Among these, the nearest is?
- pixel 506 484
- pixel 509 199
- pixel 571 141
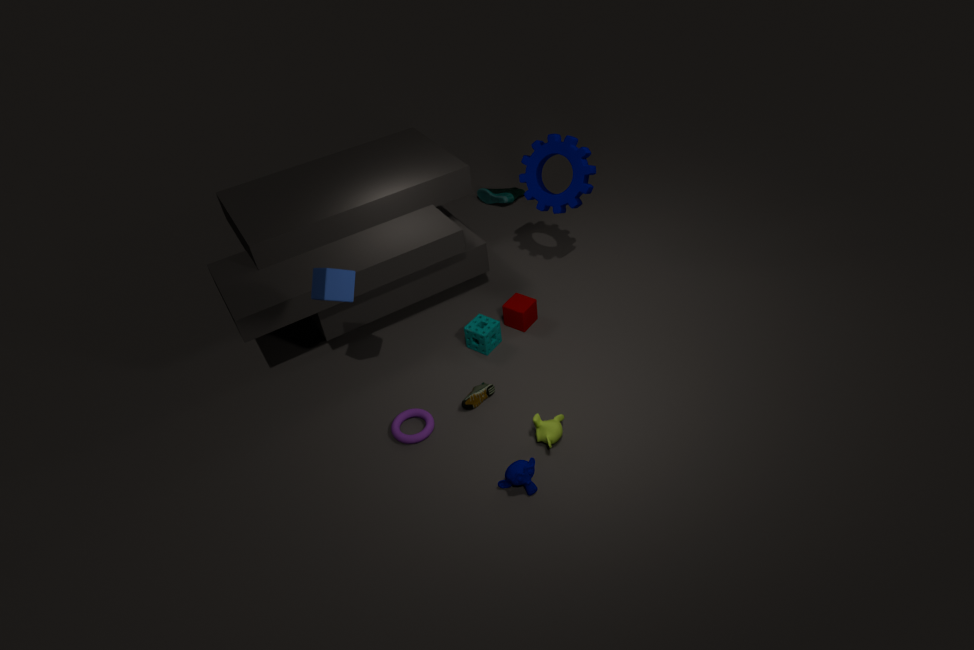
pixel 506 484
